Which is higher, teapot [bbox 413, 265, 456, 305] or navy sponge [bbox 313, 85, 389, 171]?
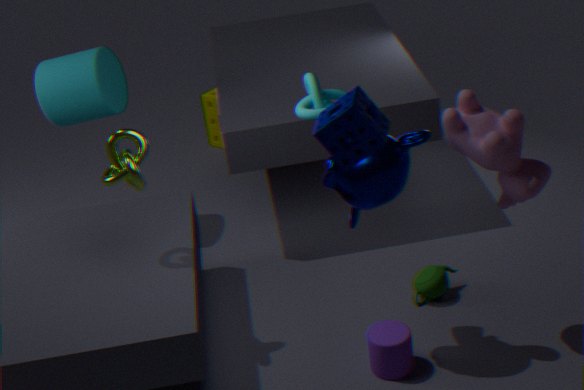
navy sponge [bbox 313, 85, 389, 171]
